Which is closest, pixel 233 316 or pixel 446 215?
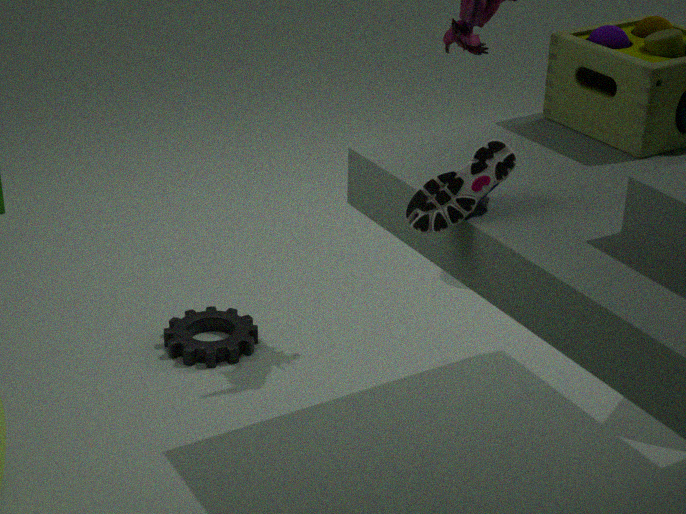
pixel 446 215
